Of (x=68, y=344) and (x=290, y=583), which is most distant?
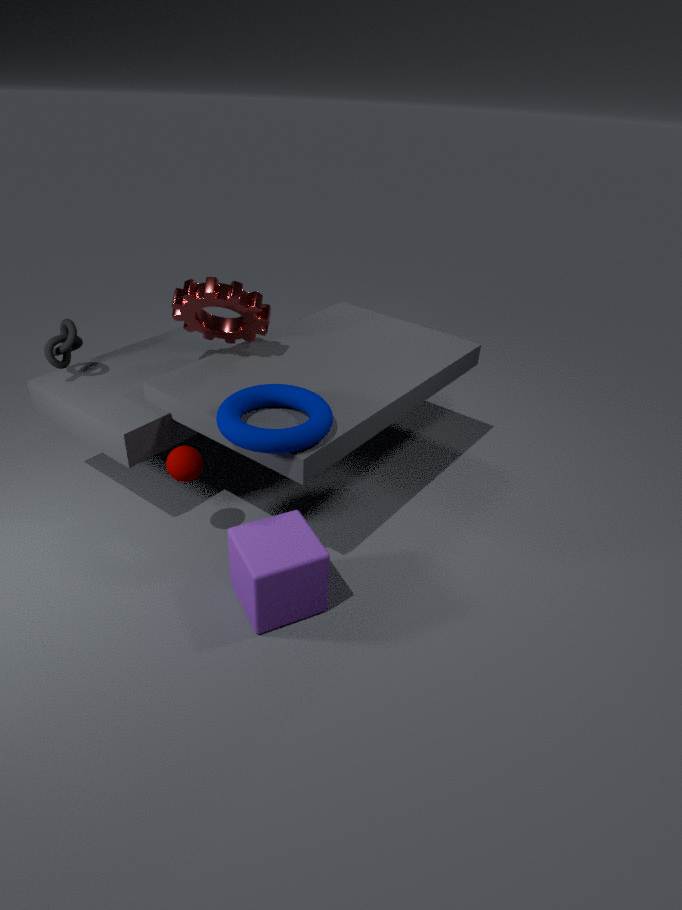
(x=68, y=344)
